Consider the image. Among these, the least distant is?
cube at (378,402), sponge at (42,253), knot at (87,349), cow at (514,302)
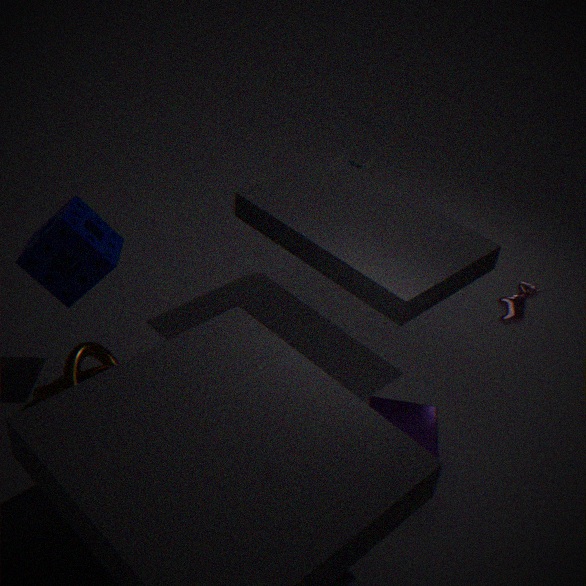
cube at (378,402)
